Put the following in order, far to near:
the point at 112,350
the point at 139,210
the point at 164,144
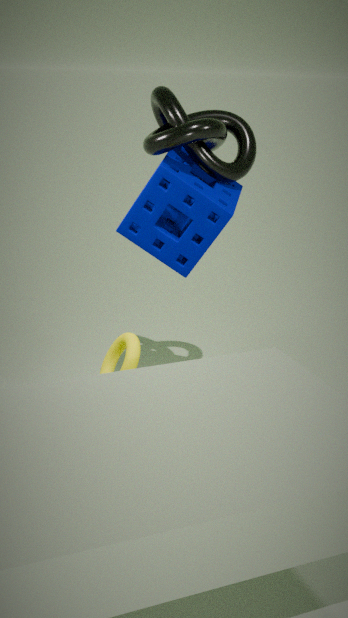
1. the point at 139,210
2. the point at 112,350
3. the point at 164,144
